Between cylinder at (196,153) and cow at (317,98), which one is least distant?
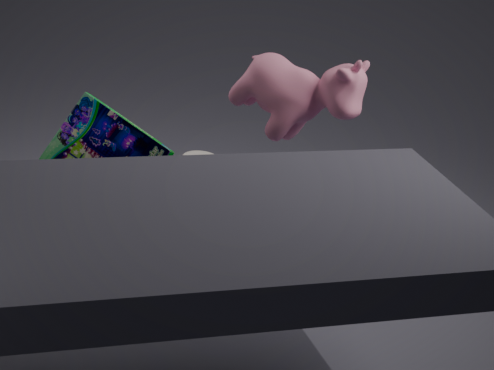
cow at (317,98)
